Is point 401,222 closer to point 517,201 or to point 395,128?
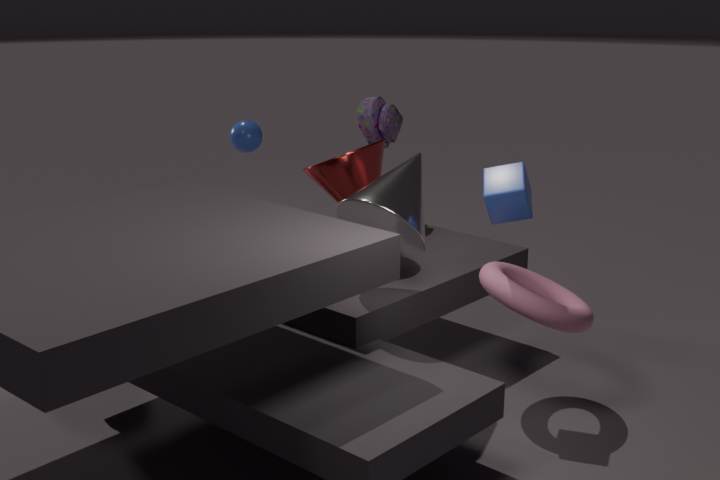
point 517,201
